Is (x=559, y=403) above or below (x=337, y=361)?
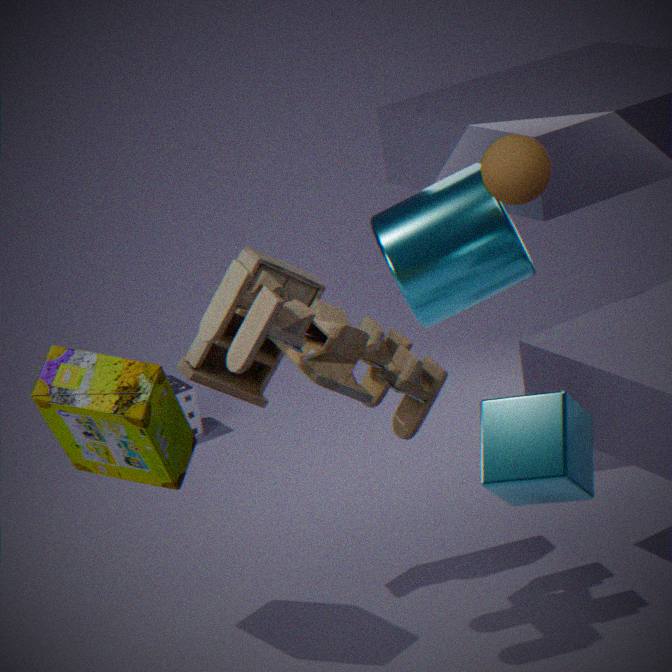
below
